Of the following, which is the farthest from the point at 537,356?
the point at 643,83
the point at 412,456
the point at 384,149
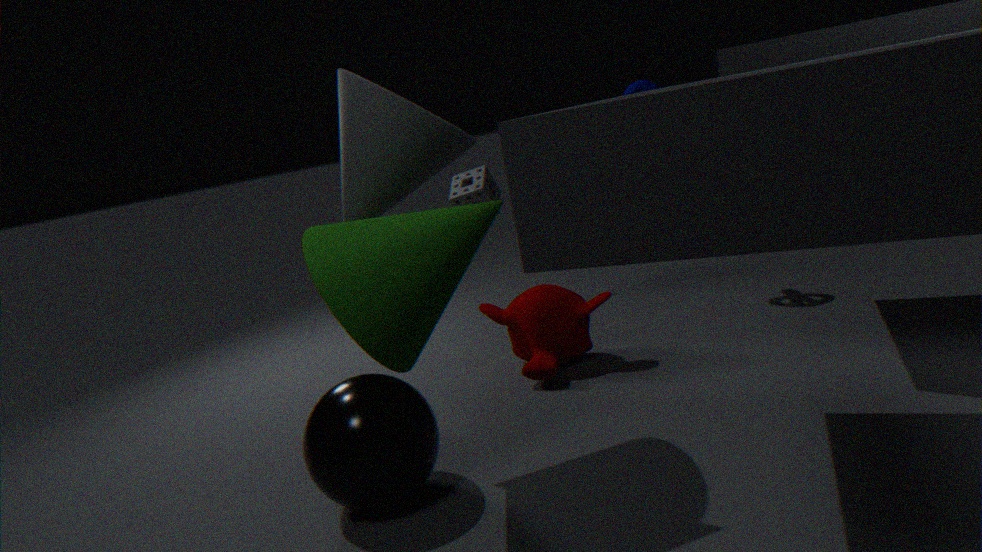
the point at 643,83
